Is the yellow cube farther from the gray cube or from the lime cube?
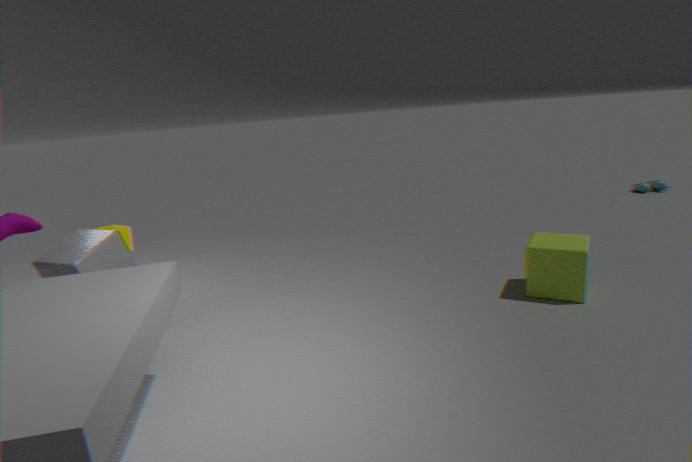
the lime cube
